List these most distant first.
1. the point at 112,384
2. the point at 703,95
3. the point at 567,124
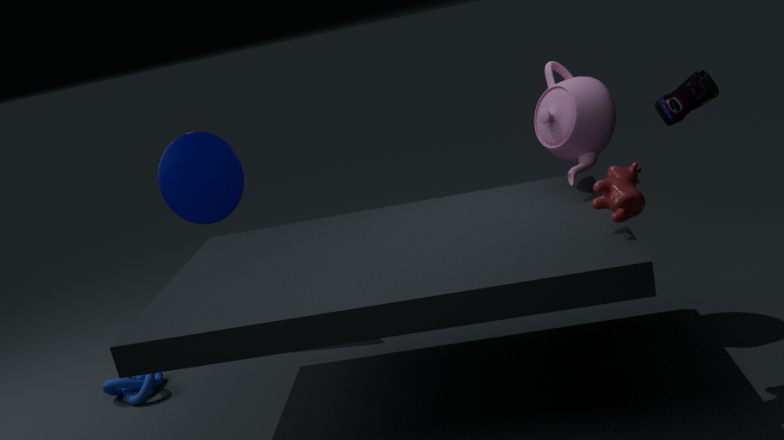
the point at 112,384
the point at 567,124
the point at 703,95
